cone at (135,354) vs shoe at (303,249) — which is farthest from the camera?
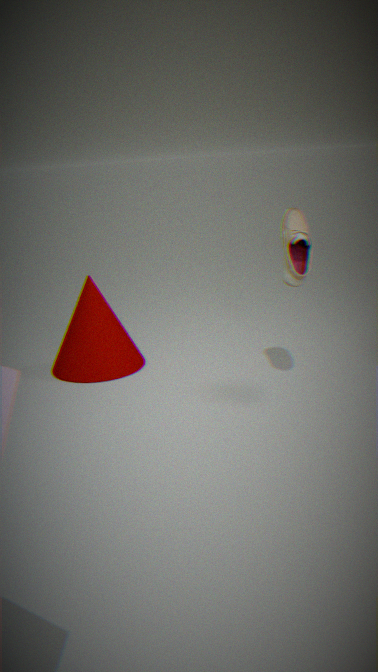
cone at (135,354)
